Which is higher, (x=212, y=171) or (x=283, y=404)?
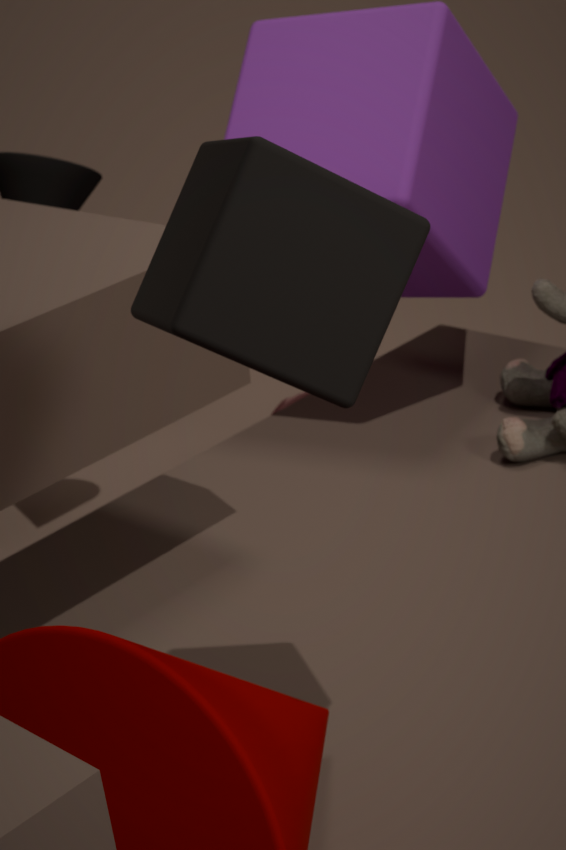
(x=212, y=171)
